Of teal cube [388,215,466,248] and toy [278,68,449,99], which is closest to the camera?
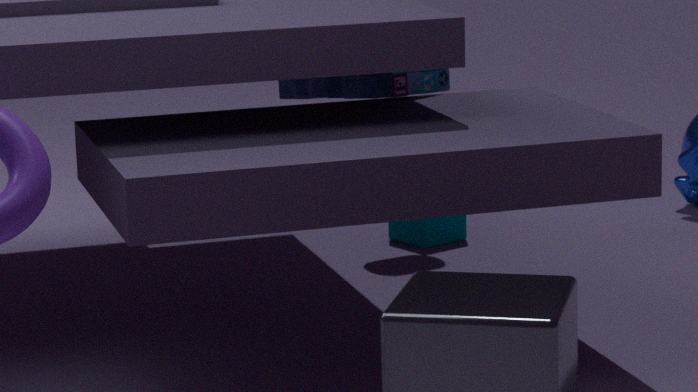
toy [278,68,449,99]
